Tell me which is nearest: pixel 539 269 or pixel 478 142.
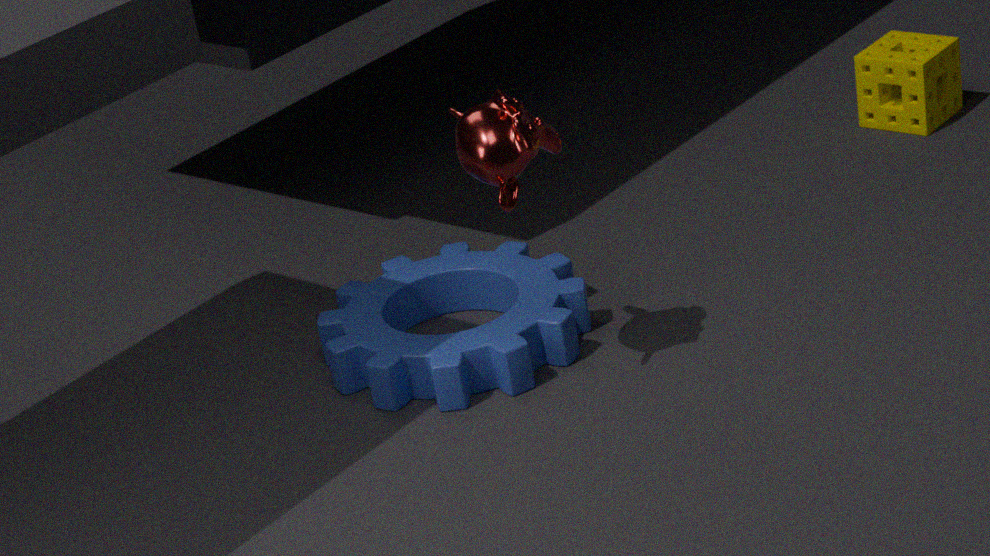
pixel 478 142
